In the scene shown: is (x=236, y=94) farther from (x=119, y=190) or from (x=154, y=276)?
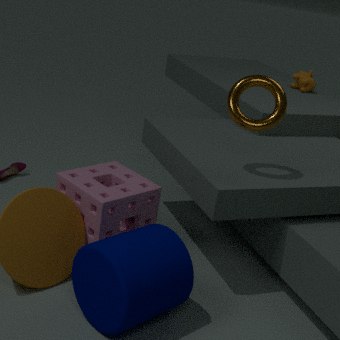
(x=154, y=276)
